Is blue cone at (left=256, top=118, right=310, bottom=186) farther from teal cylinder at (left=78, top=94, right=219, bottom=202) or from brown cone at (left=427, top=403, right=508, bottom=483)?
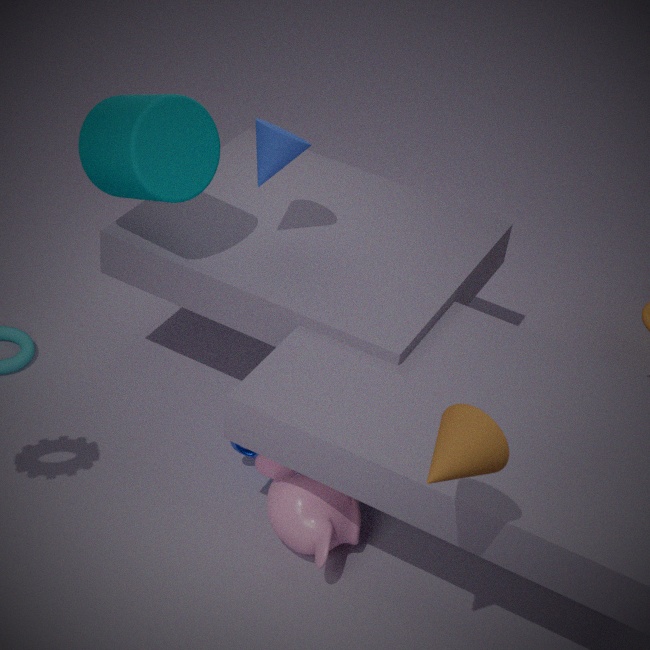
brown cone at (left=427, top=403, right=508, bottom=483)
